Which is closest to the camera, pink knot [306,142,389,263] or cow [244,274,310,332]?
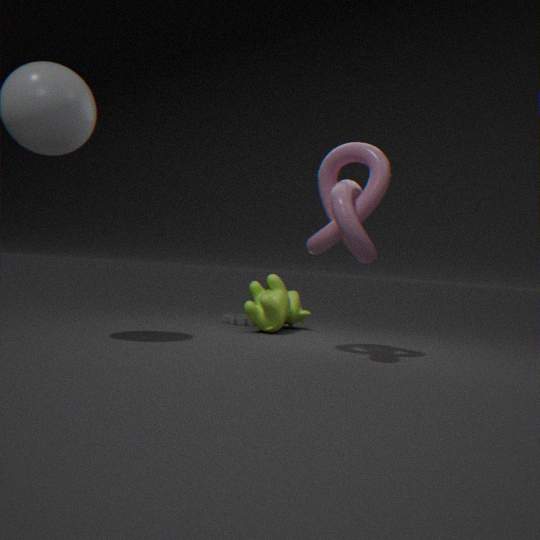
pink knot [306,142,389,263]
